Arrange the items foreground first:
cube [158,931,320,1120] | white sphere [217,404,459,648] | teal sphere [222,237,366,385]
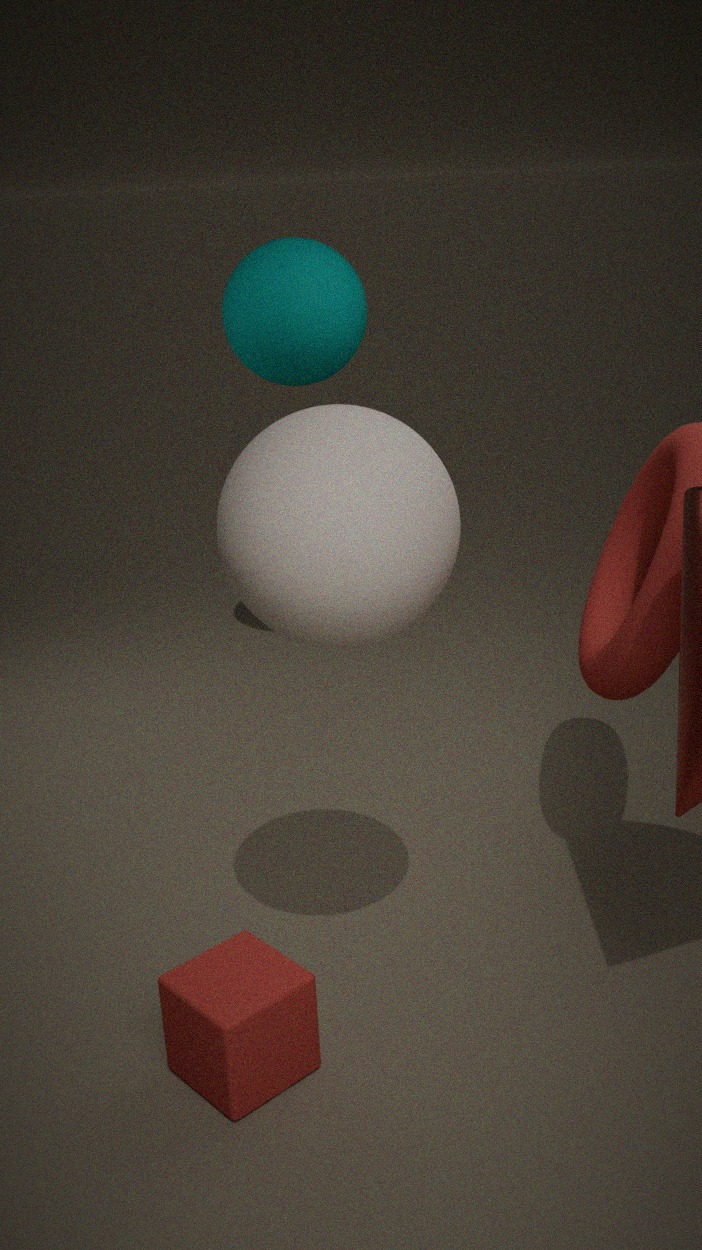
white sphere [217,404,459,648], cube [158,931,320,1120], teal sphere [222,237,366,385]
